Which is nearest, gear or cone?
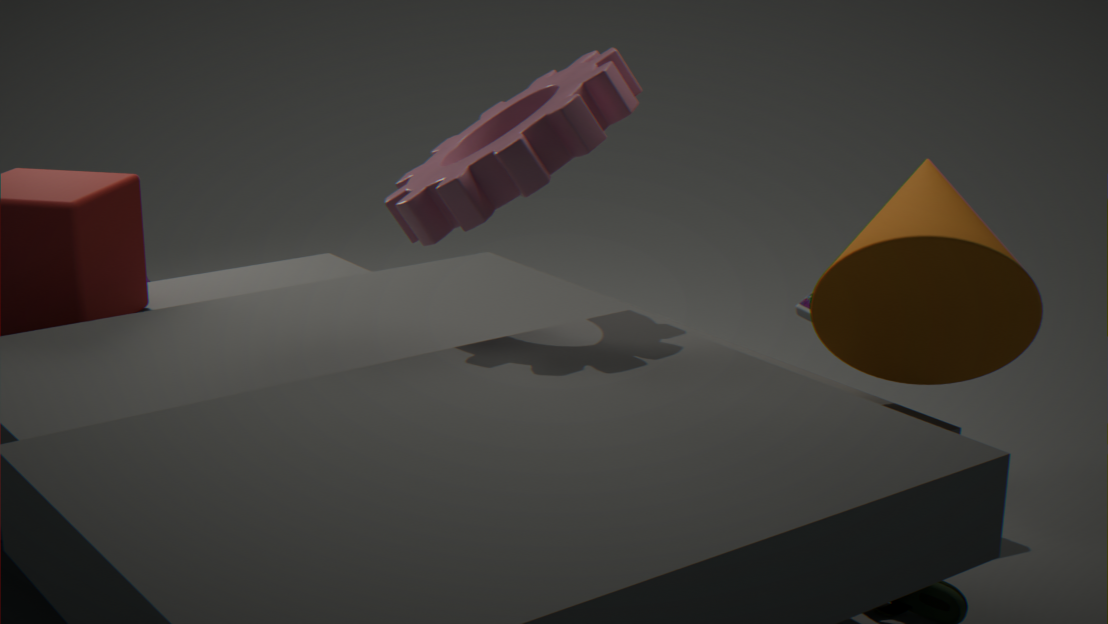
gear
